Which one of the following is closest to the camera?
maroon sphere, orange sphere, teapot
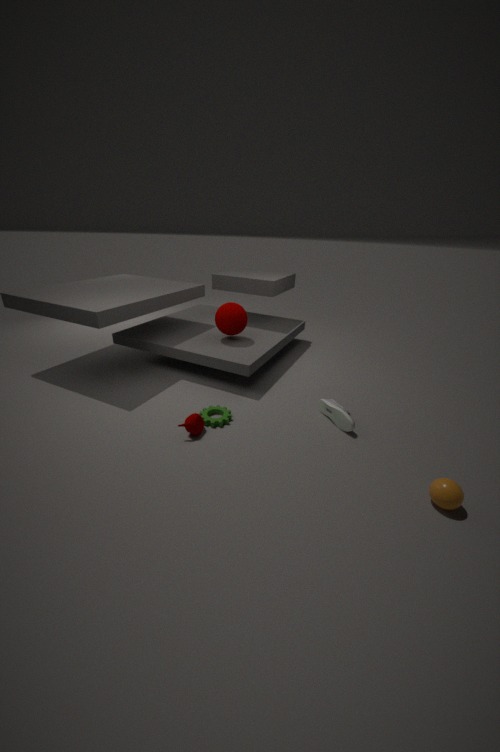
orange sphere
